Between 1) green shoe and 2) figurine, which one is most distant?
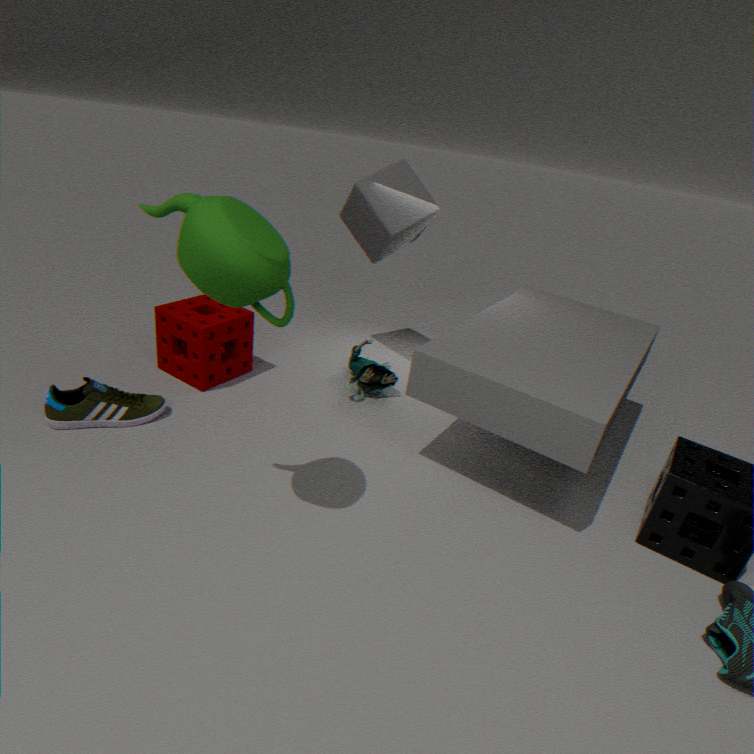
2. figurine
